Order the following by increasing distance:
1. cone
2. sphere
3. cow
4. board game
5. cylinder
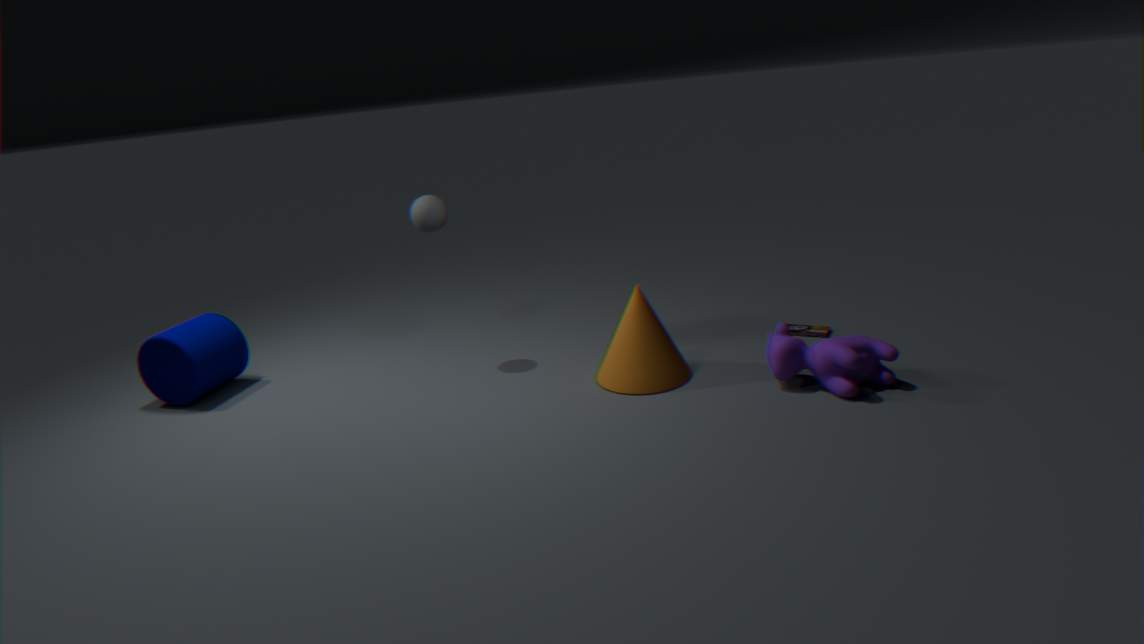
1. cow
2. cone
3. cylinder
4. sphere
5. board game
